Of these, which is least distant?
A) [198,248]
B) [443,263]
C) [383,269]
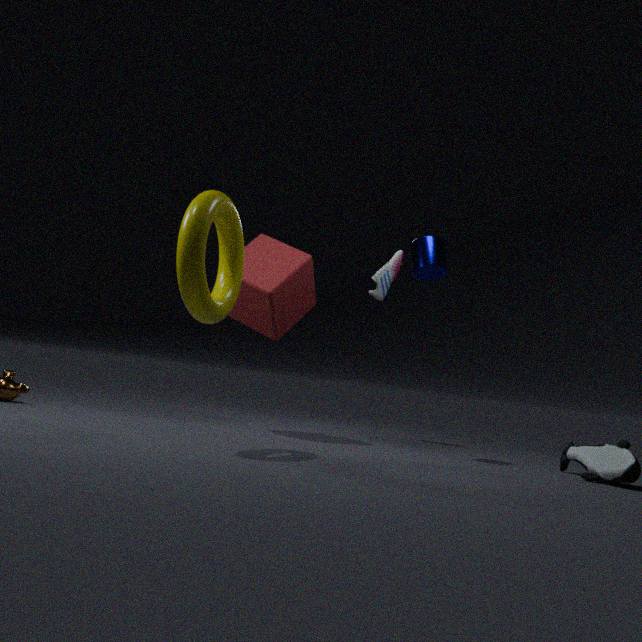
[198,248]
